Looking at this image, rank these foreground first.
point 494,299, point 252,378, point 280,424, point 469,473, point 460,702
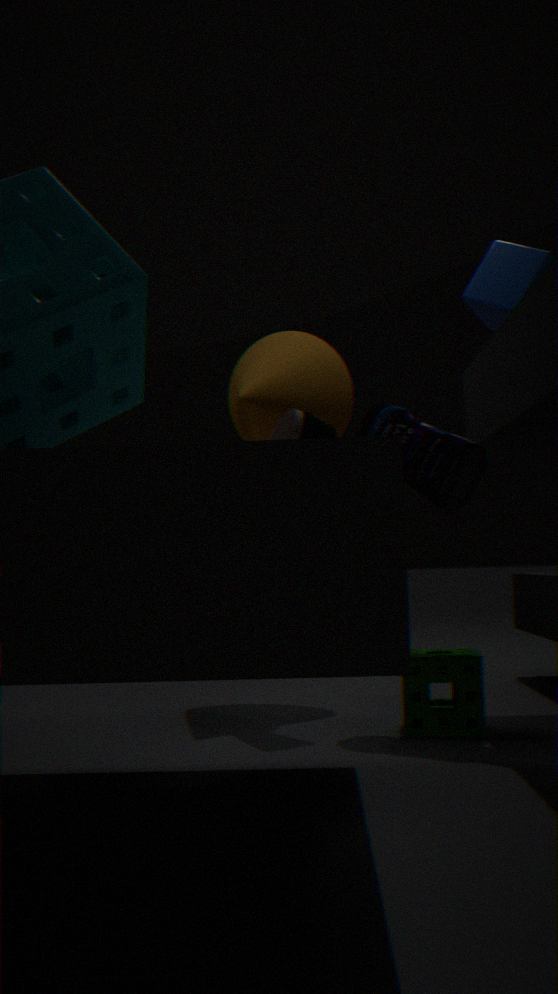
point 460,702, point 469,473, point 494,299, point 280,424, point 252,378
